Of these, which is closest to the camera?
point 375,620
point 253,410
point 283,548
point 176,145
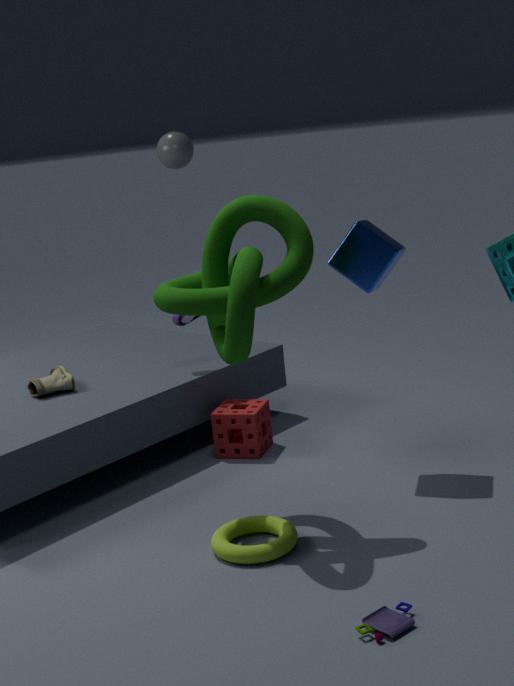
point 375,620
